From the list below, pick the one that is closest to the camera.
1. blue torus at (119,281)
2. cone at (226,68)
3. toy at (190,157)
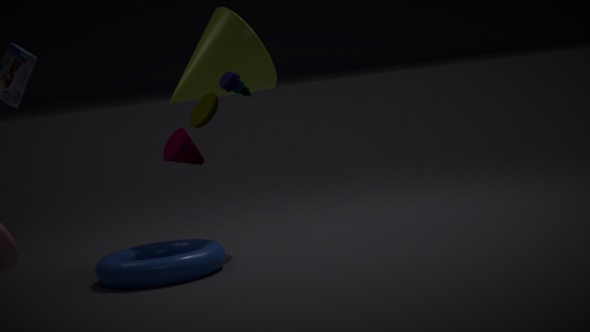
toy at (190,157)
